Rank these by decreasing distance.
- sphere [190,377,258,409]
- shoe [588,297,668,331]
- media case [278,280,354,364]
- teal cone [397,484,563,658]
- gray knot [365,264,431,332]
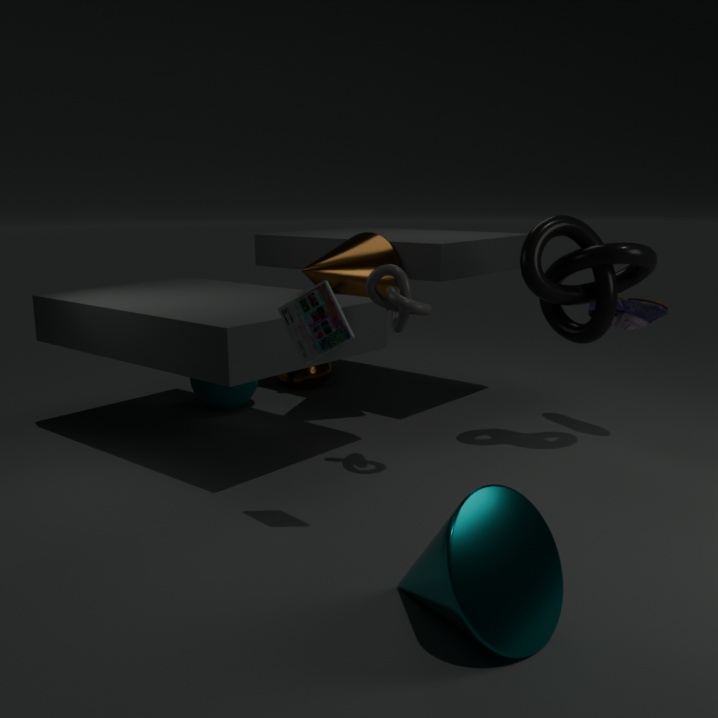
sphere [190,377,258,409] < shoe [588,297,668,331] < gray knot [365,264,431,332] < media case [278,280,354,364] < teal cone [397,484,563,658]
